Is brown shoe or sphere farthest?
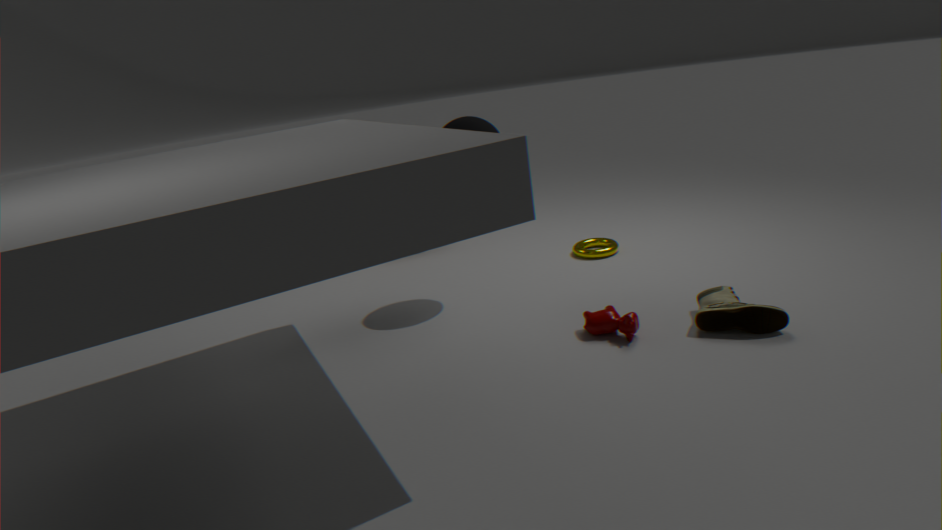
sphere
